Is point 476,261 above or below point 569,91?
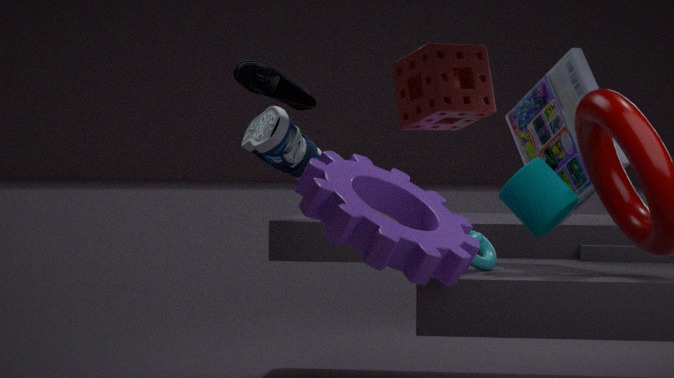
below
